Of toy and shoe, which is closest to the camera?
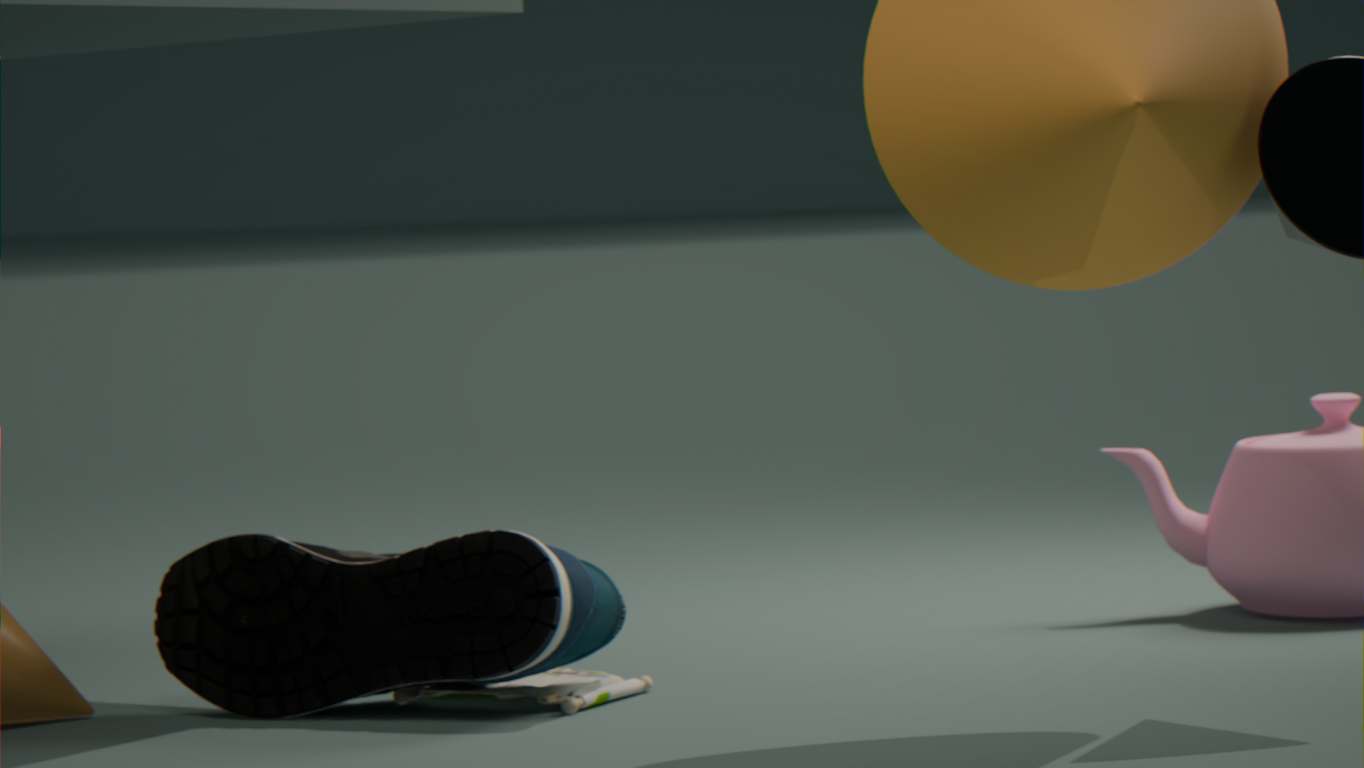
shoe
